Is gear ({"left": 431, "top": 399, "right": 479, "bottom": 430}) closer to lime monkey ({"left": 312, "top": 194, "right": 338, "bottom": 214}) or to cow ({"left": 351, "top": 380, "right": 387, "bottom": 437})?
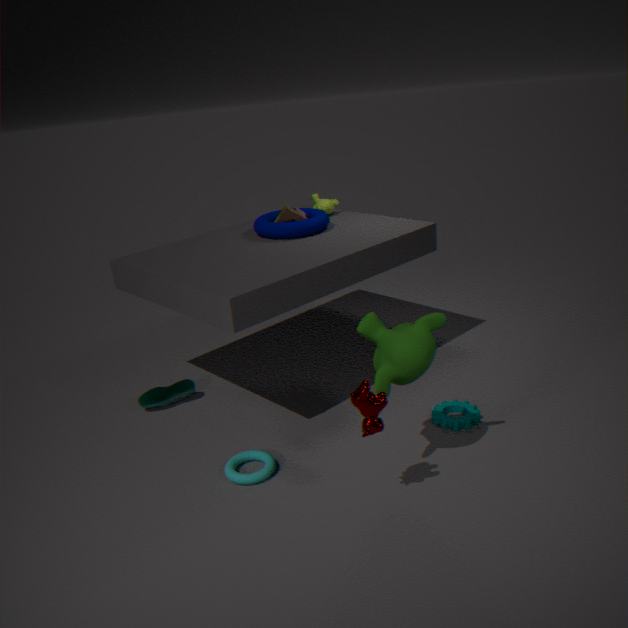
cow ({"left": 351, "top": 380, "right": 387, "bottom": 437})
